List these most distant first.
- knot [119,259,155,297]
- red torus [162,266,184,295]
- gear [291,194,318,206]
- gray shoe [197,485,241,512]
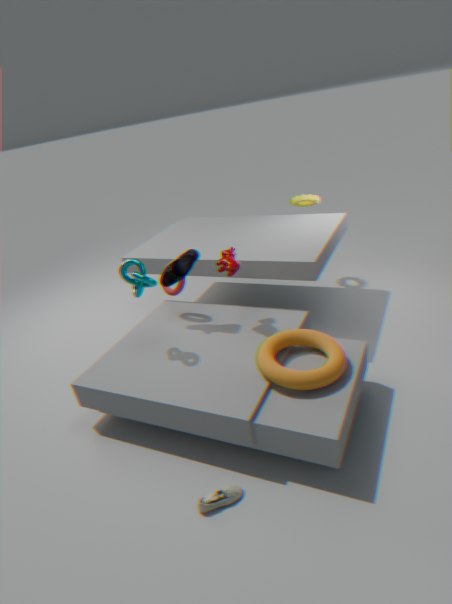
gear [291,194,318,206]
red torus [162,266,184,295]
knot [119,259,155,297]
gray shoe [197,485,241,512]
